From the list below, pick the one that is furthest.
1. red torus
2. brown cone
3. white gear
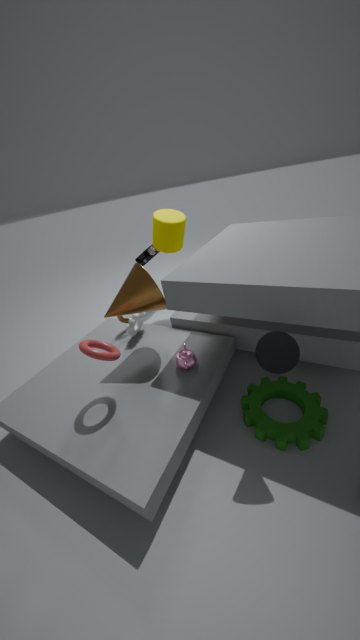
white gear
